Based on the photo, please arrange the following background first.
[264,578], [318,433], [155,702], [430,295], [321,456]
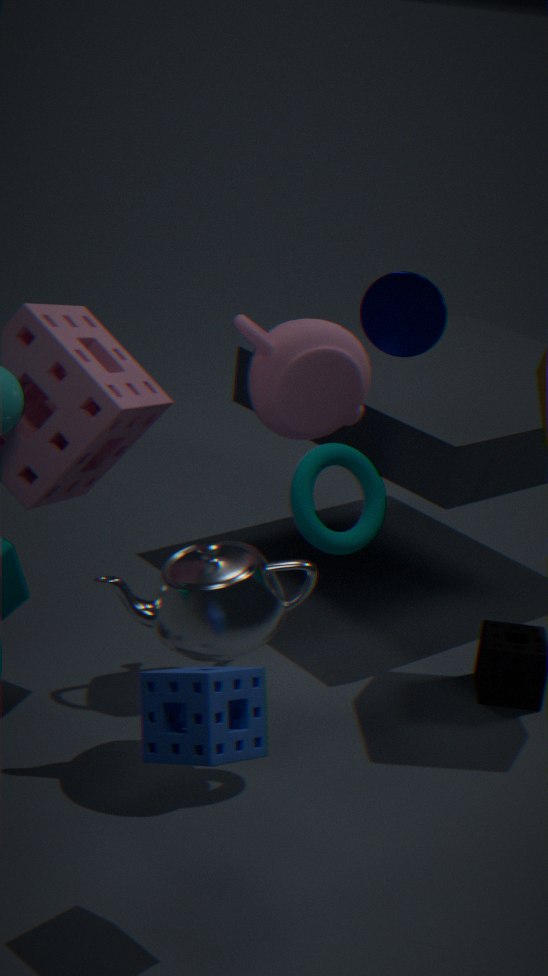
[318,433]
[430,295]
[264,578]
[321,456]
[155,702]
